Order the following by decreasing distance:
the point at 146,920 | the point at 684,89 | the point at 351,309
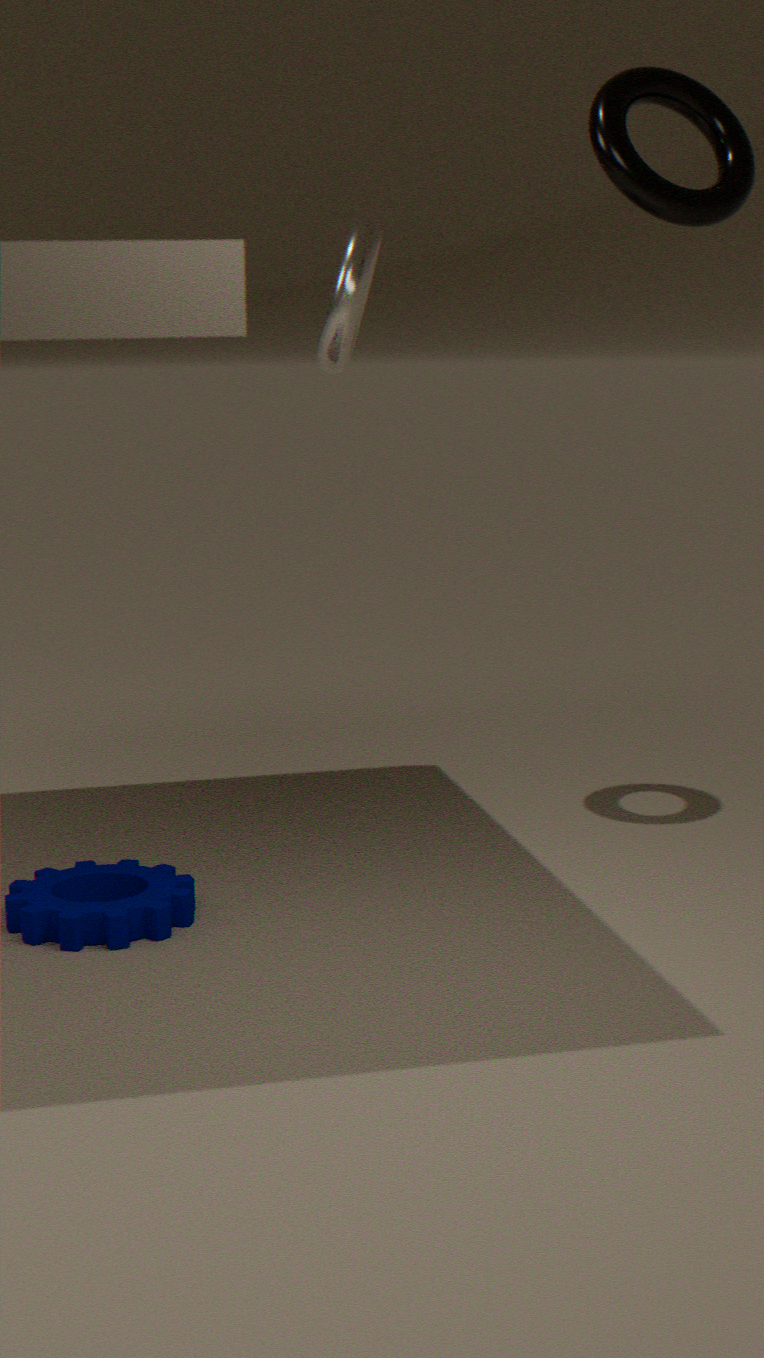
1. the point at 351,309
2. the point at 684,89
3. the point at 146,920
